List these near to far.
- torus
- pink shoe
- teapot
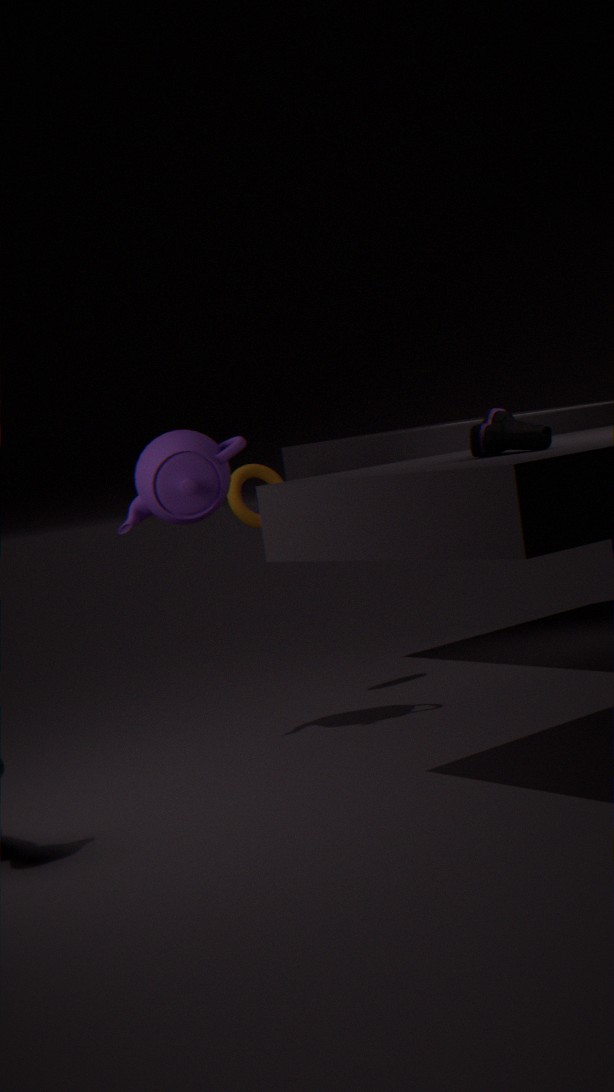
pink shoe < teapot < torus
